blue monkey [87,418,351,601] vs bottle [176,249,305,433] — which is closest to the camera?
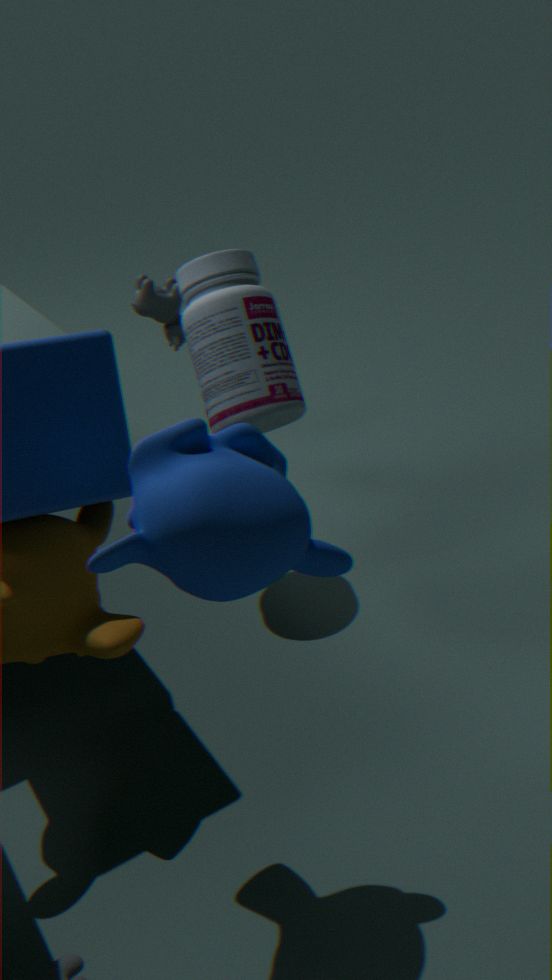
blue monkey [87,418,351,601]
